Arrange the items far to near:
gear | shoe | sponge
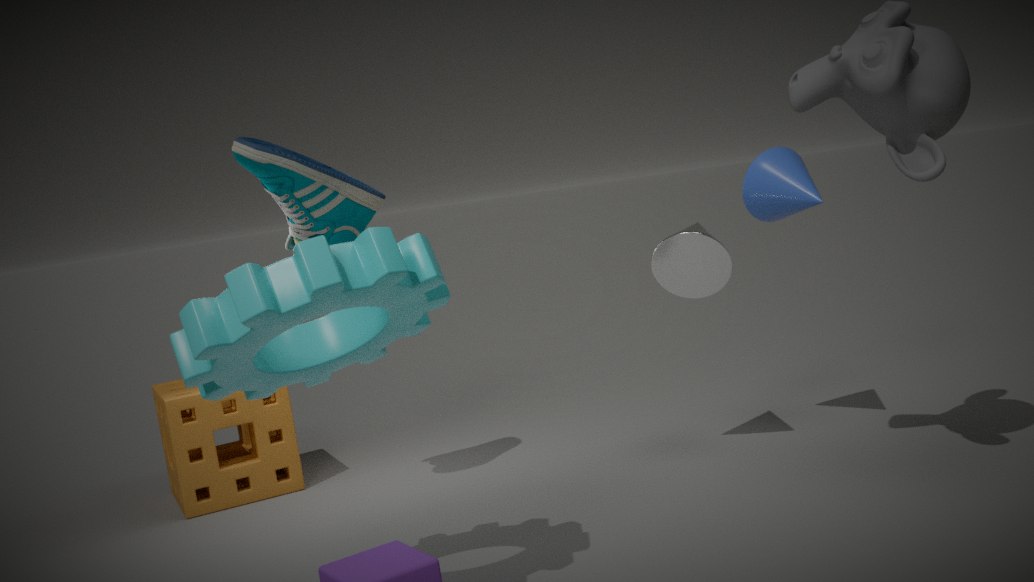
sponge, shoe, gear
